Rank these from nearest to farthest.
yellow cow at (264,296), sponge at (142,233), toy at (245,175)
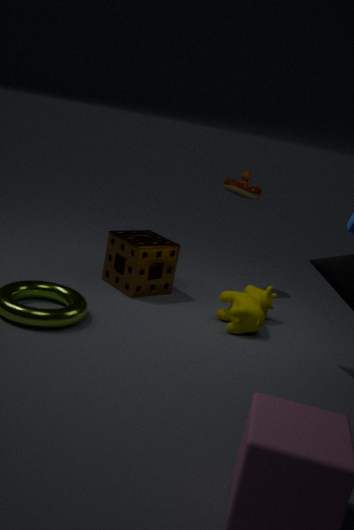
yellow cow at (264,296)
sponge at (142,233)
toy at (245,175)
